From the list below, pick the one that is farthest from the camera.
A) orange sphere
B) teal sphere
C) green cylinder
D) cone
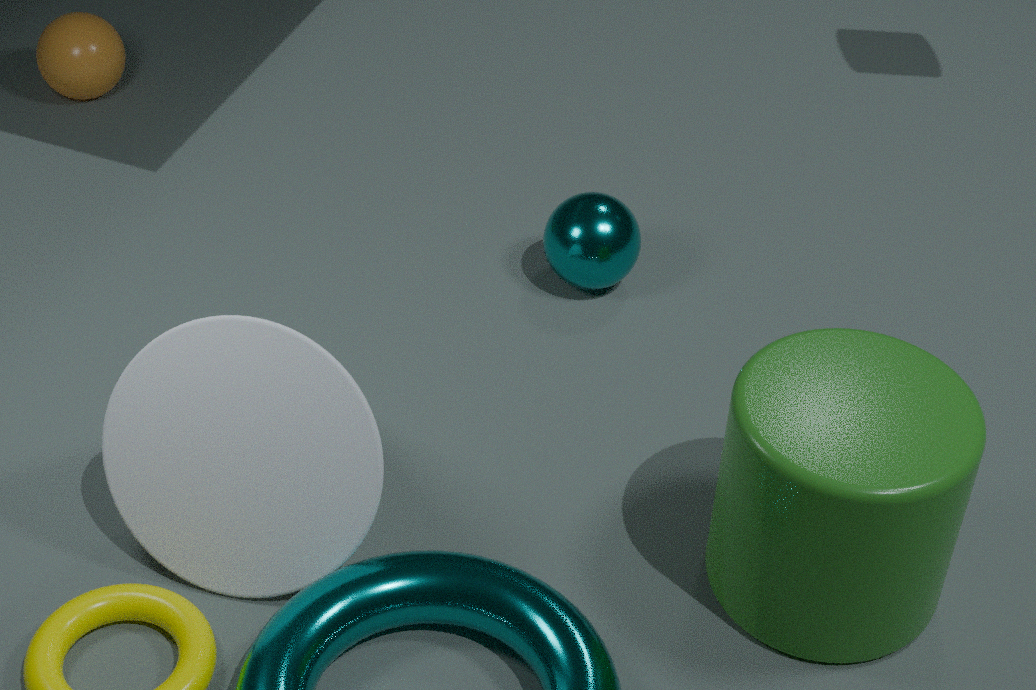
orange sphere
